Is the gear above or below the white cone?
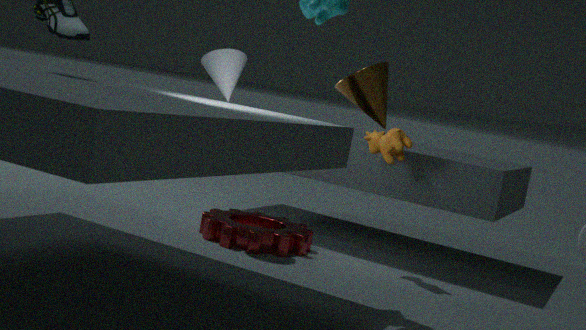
below
